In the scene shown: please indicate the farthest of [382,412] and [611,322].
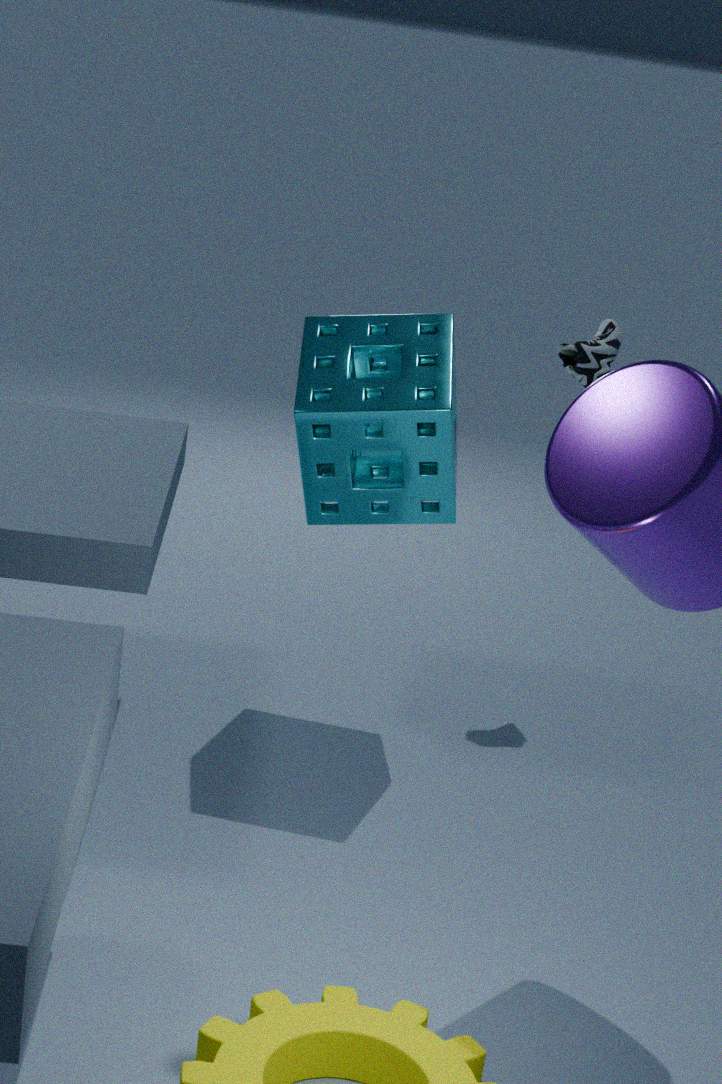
[611,322]
